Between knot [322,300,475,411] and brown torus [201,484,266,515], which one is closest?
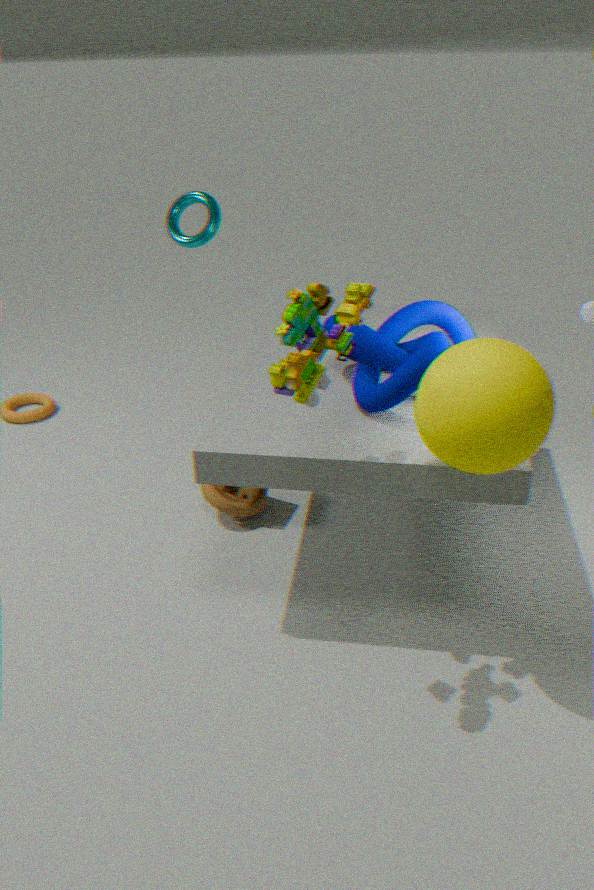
knot [322,300,475,411]
